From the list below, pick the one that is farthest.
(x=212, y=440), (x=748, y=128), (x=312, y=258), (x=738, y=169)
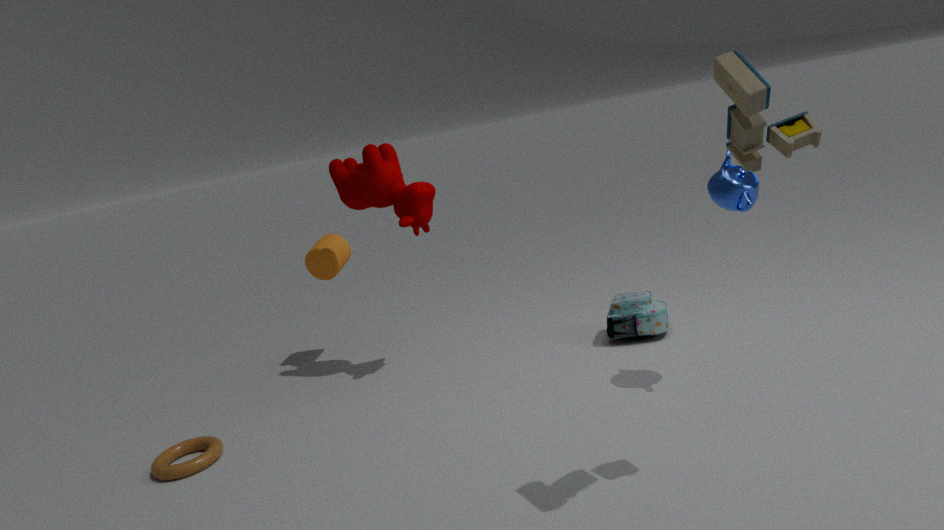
(x=312, y=258)
